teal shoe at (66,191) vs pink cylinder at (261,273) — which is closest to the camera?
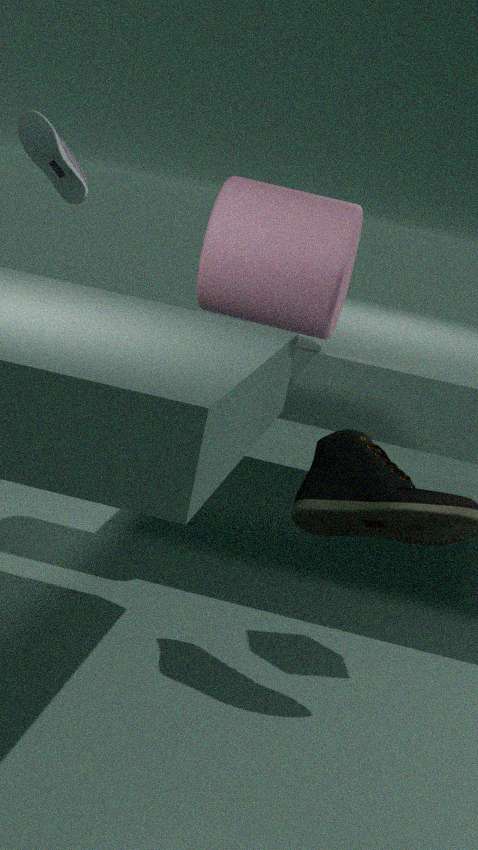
pink cylinder at (261,273)
